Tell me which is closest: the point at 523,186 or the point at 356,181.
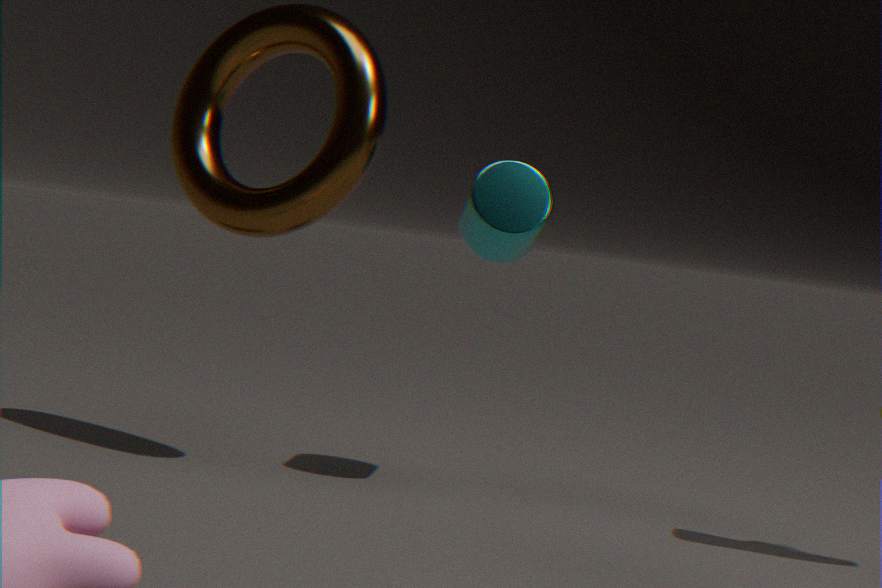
the point at 356,181
